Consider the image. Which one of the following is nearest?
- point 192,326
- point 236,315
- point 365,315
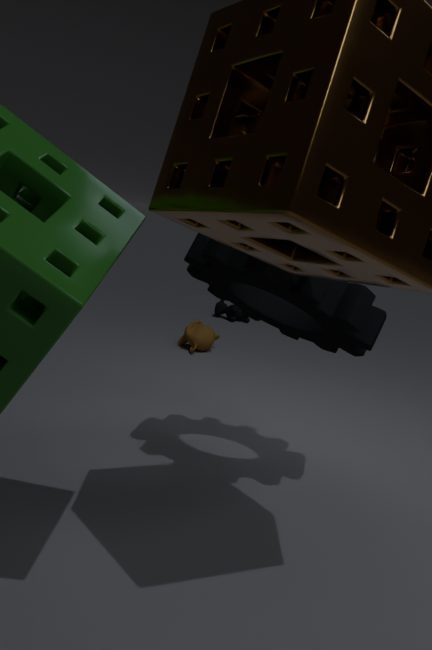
point 365,315
